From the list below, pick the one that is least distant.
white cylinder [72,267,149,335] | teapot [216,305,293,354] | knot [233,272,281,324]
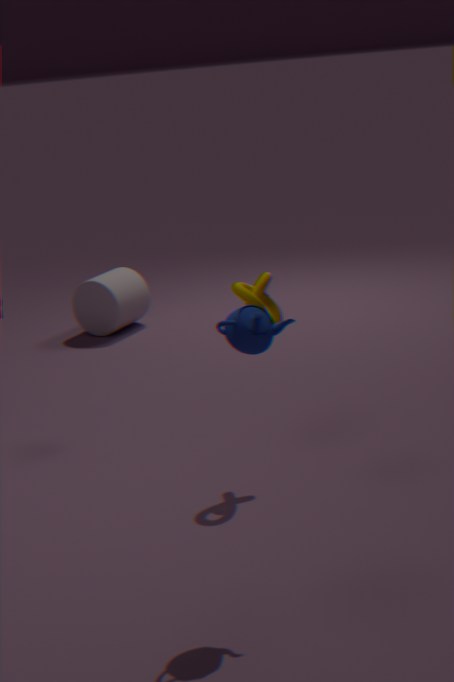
teapot [216,305,293,354]
